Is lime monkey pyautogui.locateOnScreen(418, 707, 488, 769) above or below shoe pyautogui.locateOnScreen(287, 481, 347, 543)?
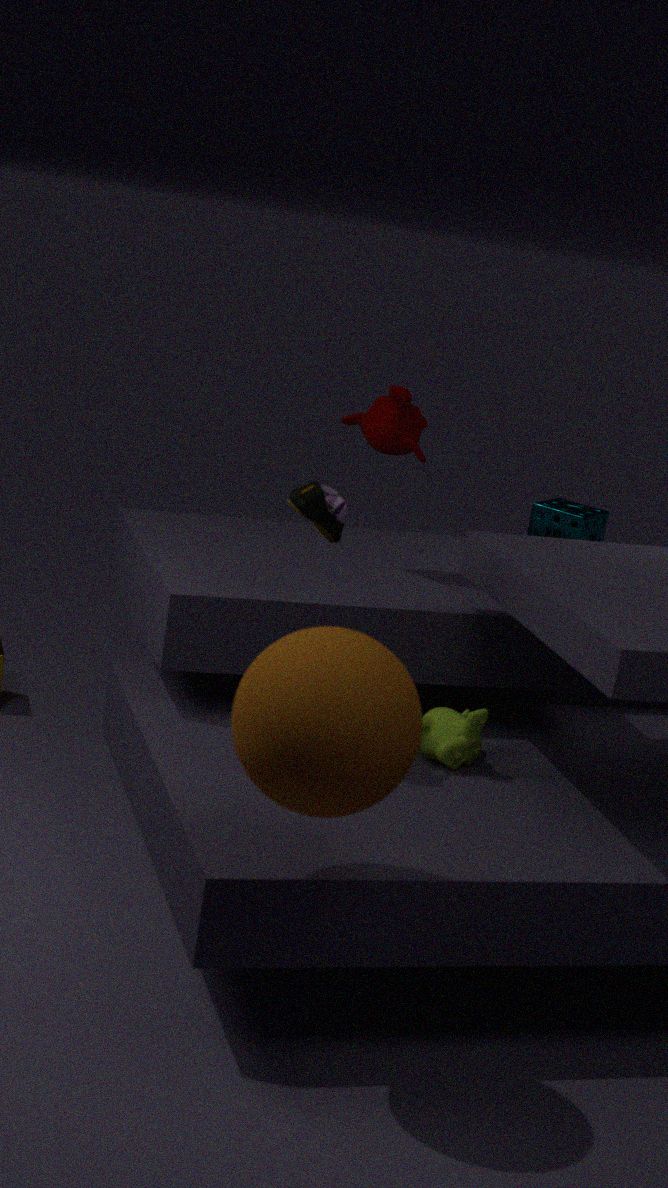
below
